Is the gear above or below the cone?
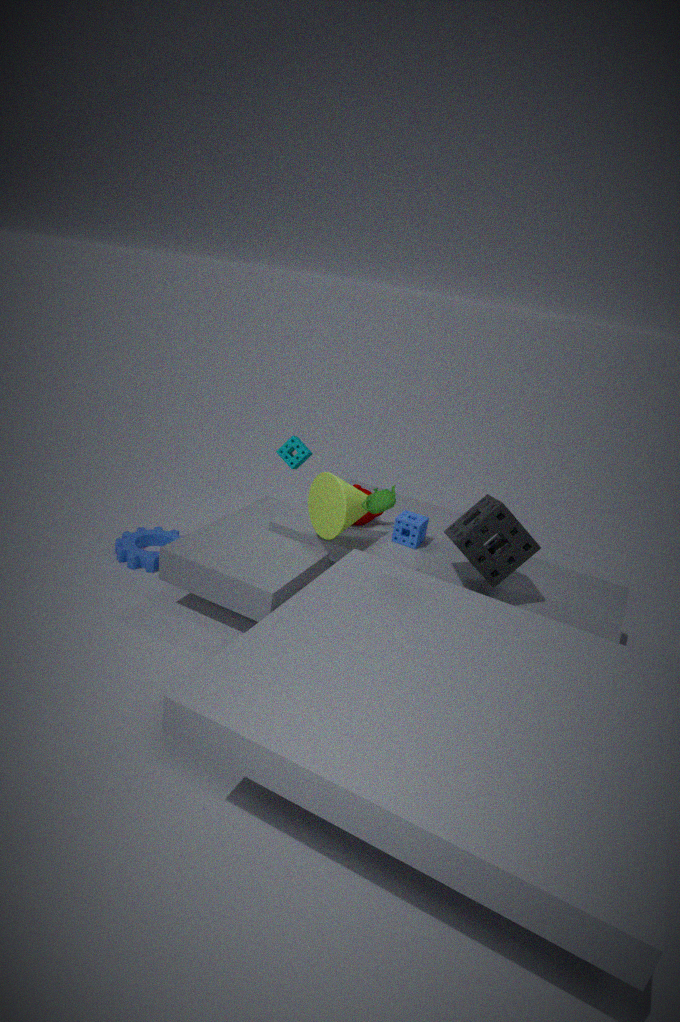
below
